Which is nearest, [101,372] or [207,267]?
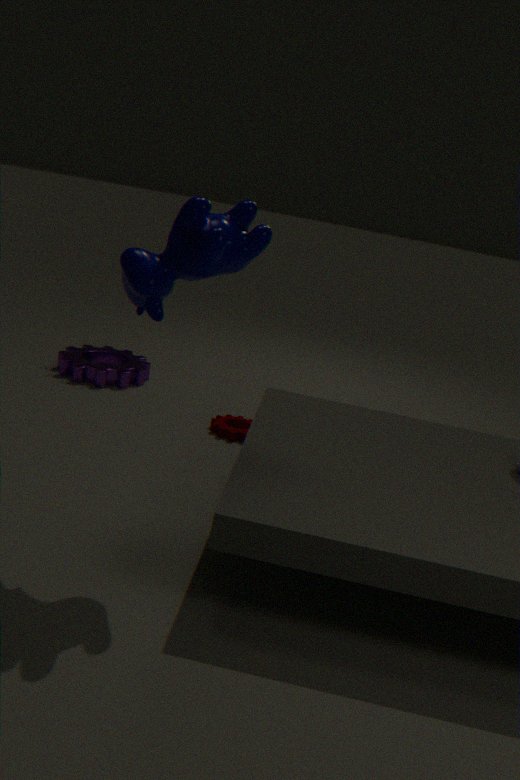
[207,267]
